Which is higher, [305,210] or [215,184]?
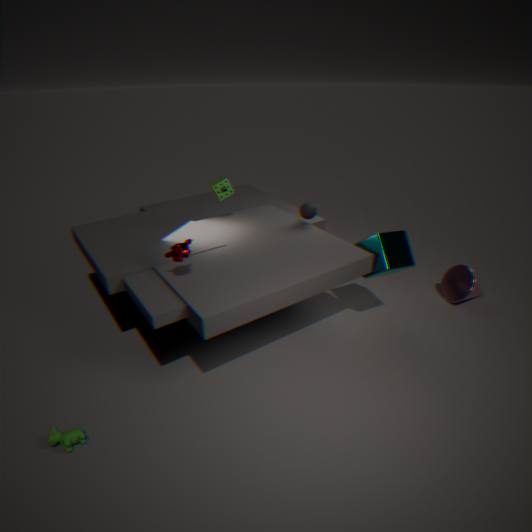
[215,184]
